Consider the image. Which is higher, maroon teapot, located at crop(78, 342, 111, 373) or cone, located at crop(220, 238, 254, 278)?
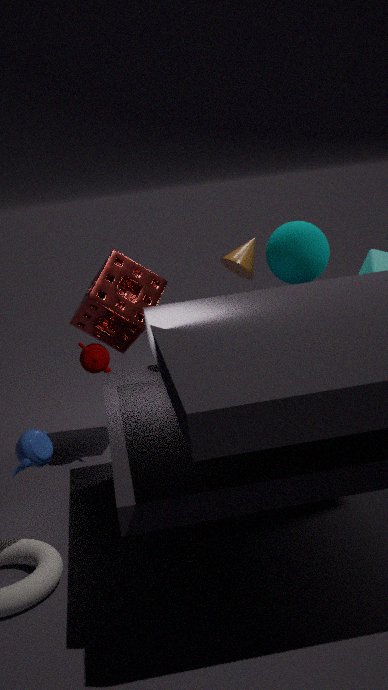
cone, located at crop(220, 238, 254, 278)
